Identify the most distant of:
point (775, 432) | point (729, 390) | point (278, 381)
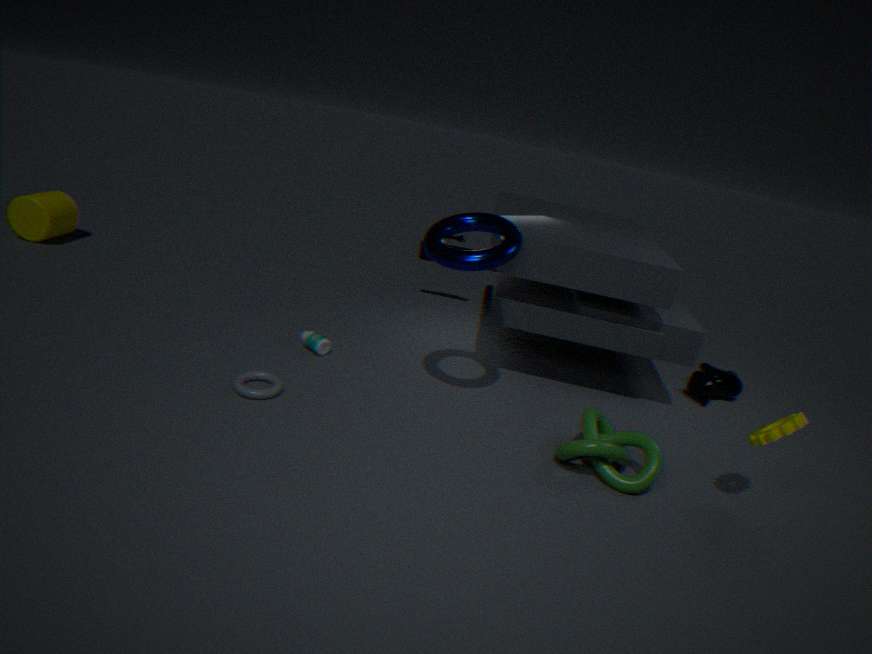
point (729, 390)
